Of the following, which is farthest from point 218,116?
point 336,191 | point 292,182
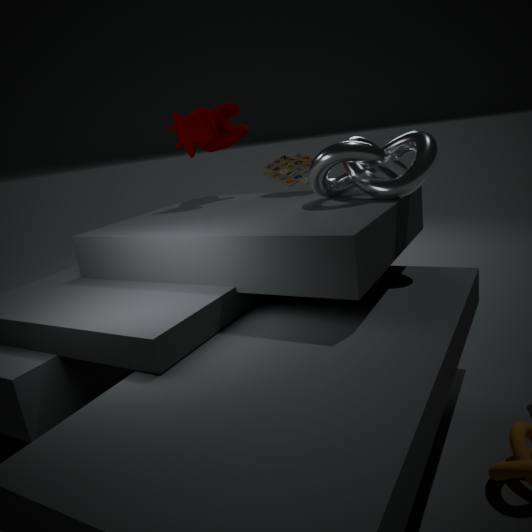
point 336,191
